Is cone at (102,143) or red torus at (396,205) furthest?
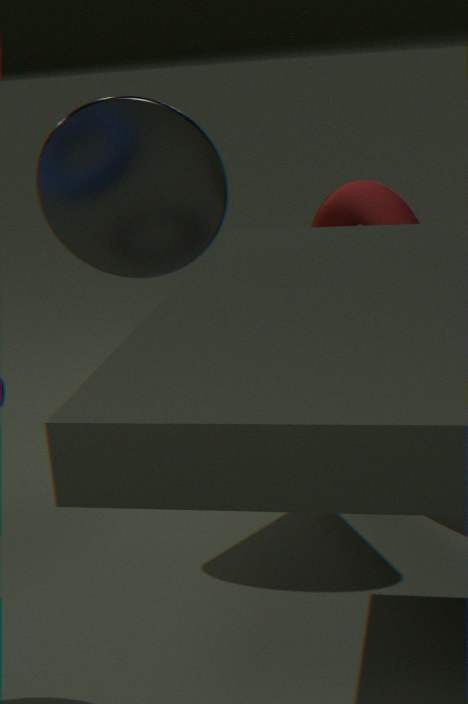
red torus at (396,205)
